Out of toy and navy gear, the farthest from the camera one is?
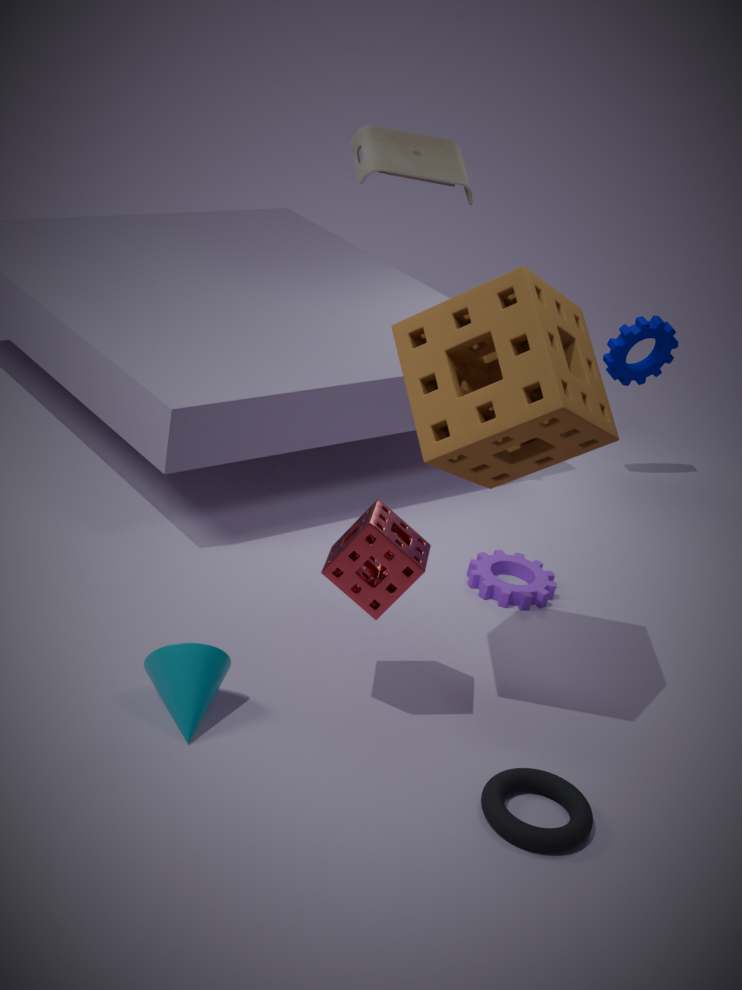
navy gear
